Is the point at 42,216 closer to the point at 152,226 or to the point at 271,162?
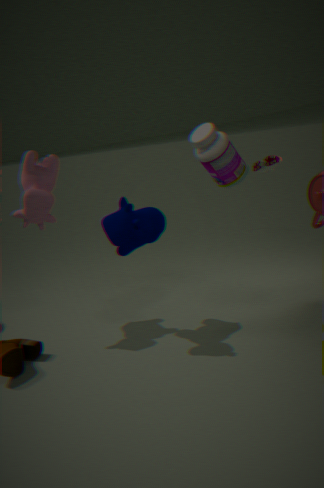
the point at 152,226
